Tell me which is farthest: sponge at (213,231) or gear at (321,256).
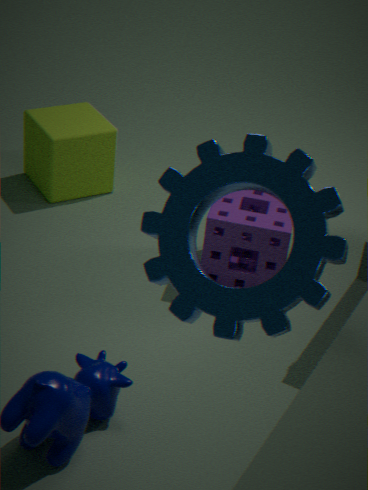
sponge at (213,231)
